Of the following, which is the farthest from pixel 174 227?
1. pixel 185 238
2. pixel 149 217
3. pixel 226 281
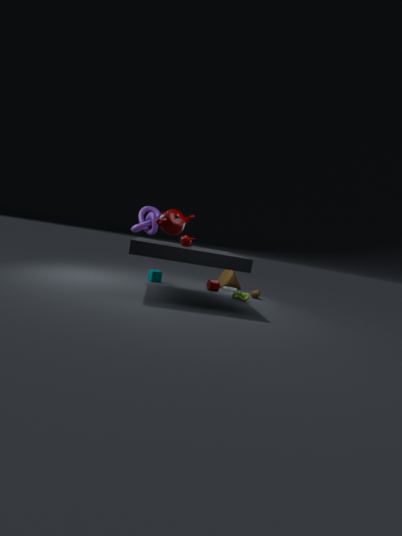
pixel 226 281
